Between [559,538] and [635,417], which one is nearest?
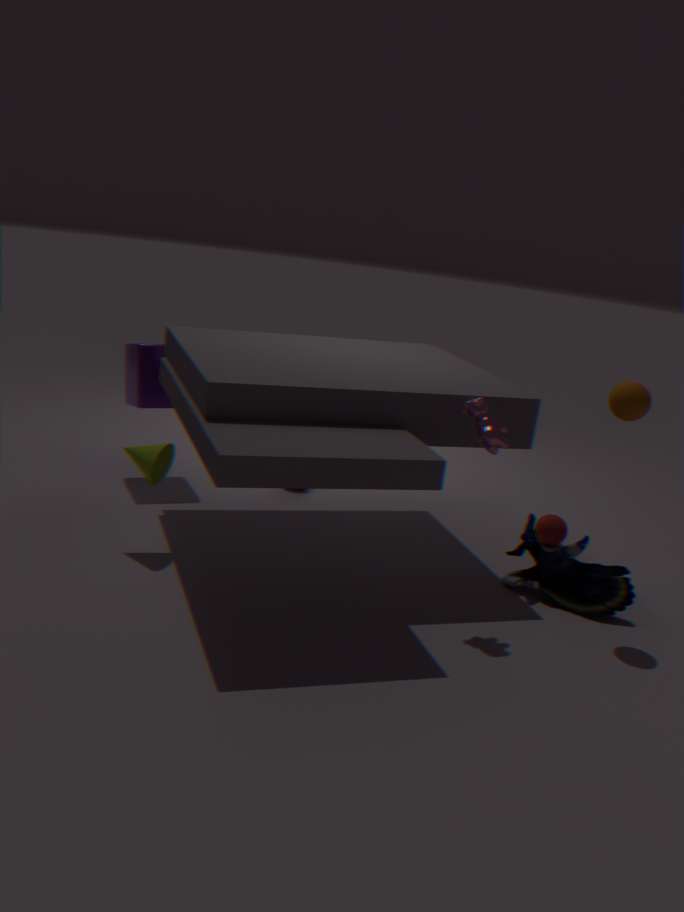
[635,417]
